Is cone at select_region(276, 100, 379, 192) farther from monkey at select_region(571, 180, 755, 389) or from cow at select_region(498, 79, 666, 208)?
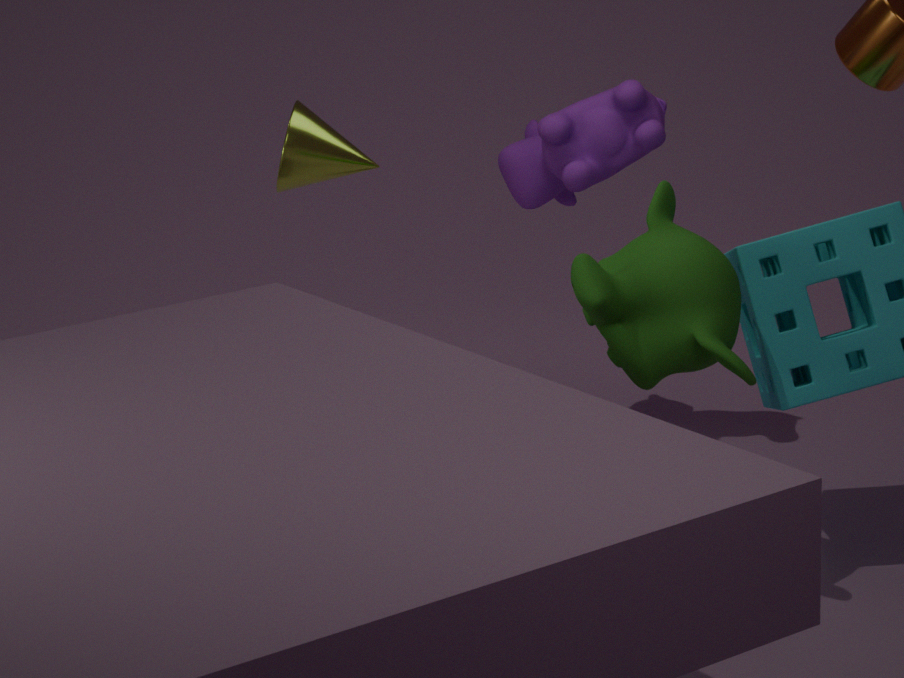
monkey at select_region(571, 180, 755, 389)
